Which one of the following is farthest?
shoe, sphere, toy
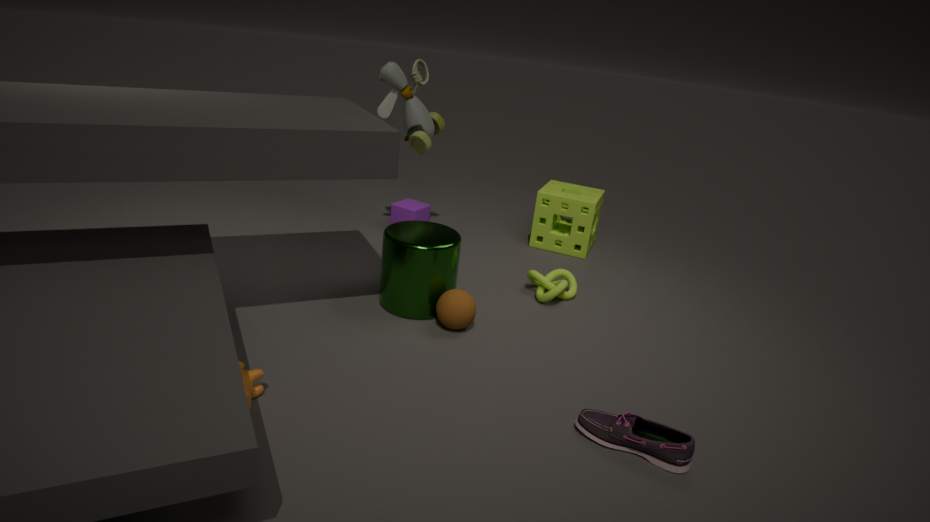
toy
